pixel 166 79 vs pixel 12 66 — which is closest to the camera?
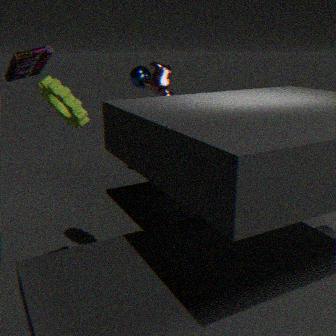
pixel 12 66
